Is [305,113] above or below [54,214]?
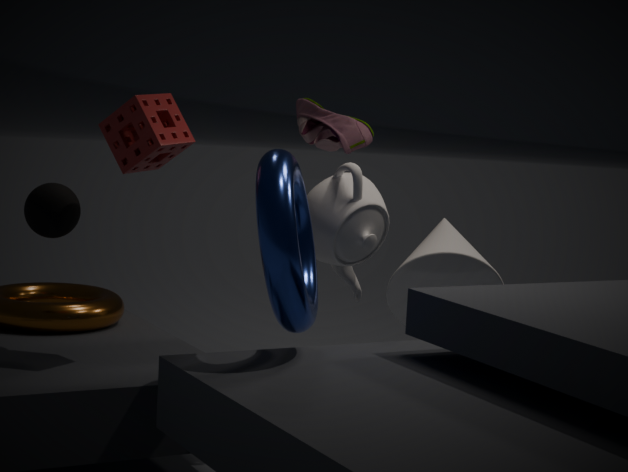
above
